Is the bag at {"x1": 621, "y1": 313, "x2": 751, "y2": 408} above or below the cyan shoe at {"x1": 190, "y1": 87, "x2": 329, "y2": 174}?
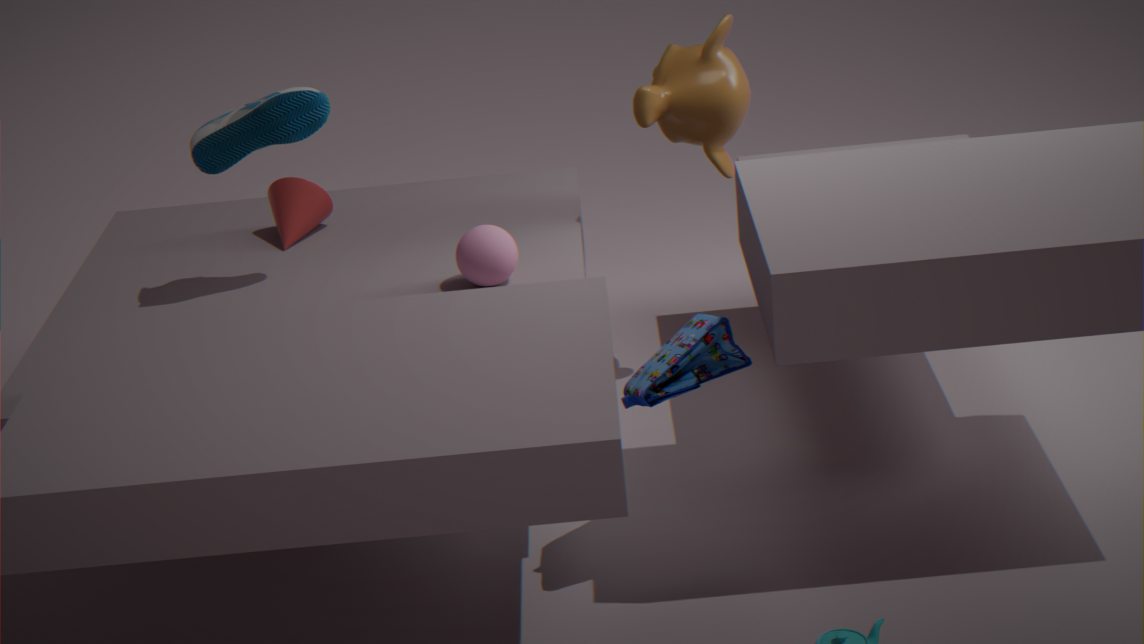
below
